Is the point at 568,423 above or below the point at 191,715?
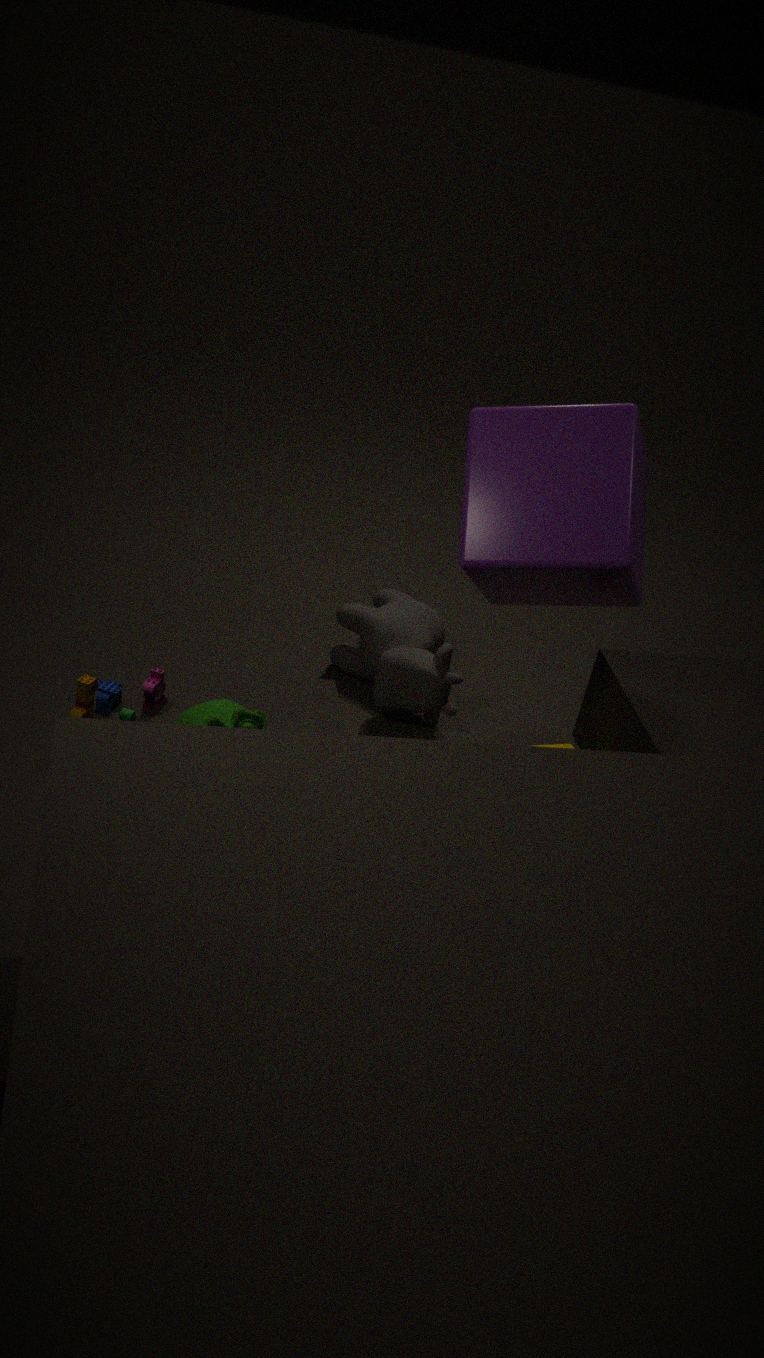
above
